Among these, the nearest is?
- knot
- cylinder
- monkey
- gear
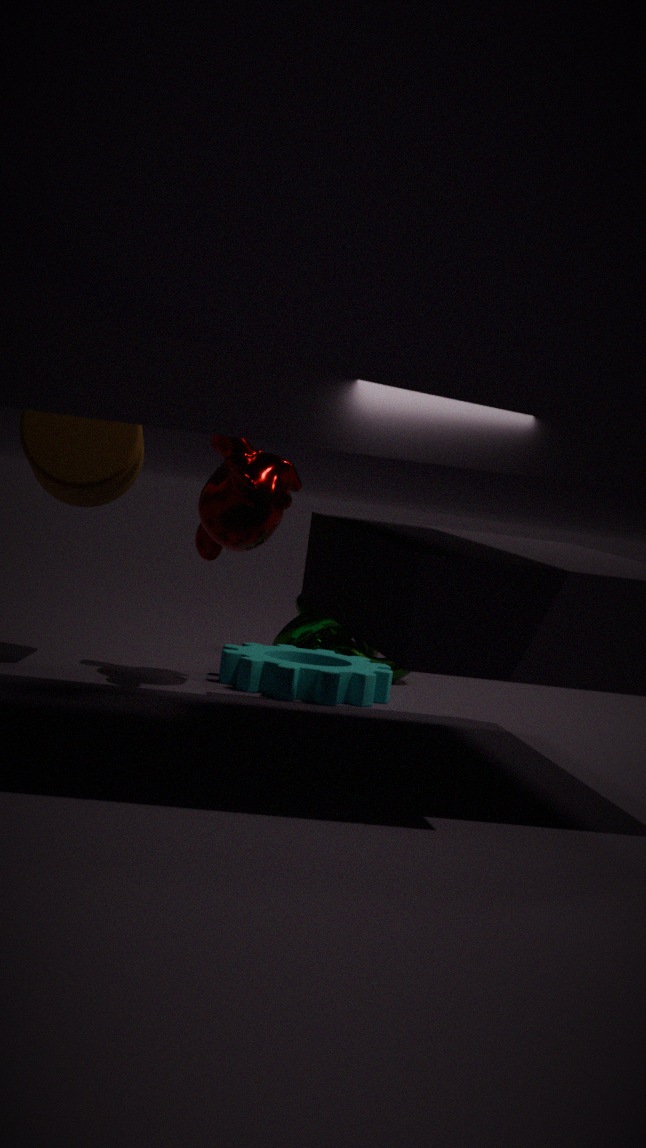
monkey
